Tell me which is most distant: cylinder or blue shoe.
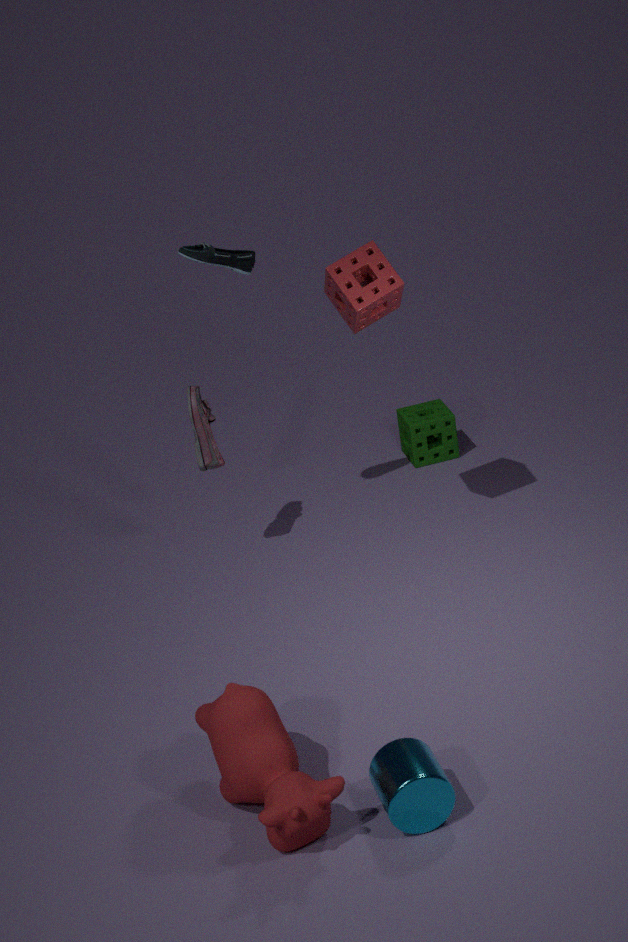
blue shoe
